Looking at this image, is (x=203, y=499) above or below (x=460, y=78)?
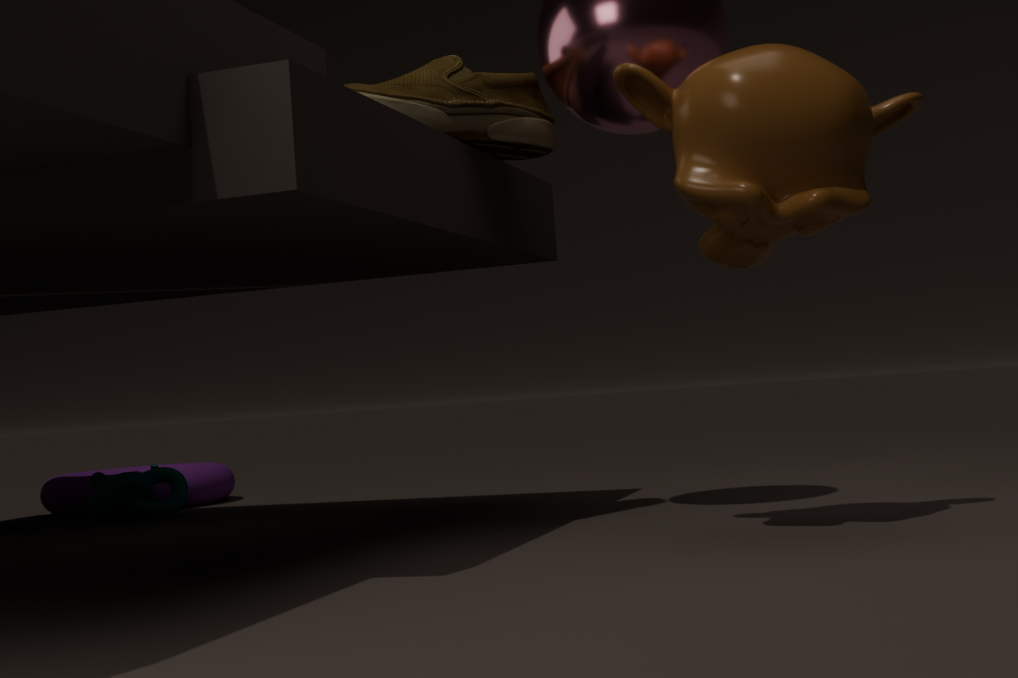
below
